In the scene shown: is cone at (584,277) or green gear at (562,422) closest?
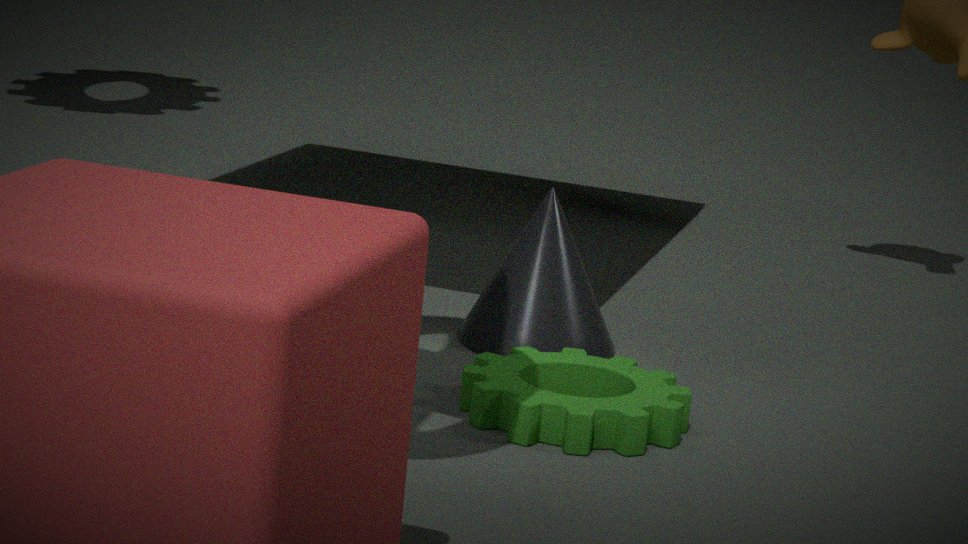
green gear at (562,422)
